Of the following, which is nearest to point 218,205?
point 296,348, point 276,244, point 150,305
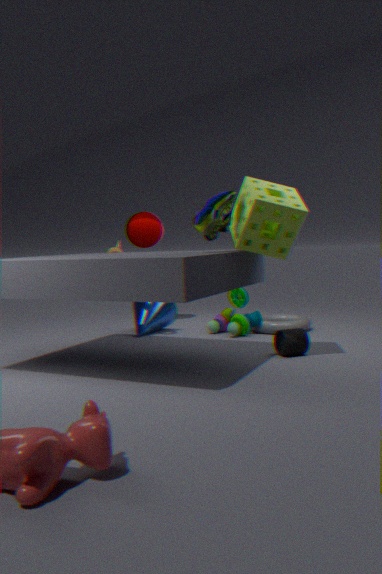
point 276,244
